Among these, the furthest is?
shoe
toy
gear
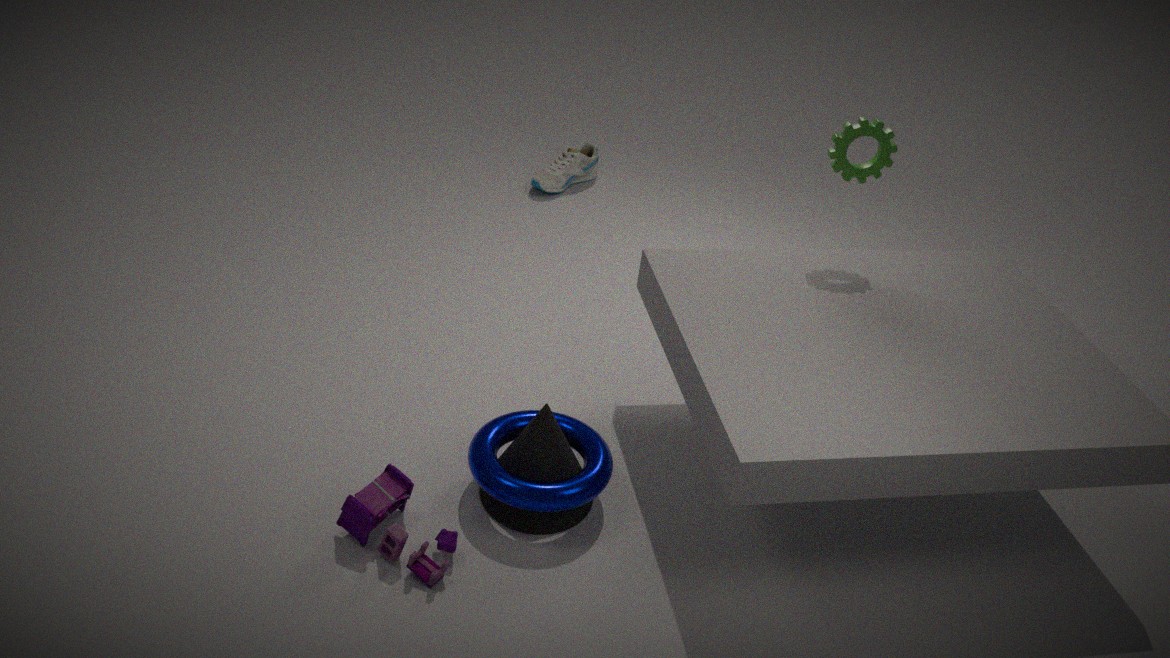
shoe
